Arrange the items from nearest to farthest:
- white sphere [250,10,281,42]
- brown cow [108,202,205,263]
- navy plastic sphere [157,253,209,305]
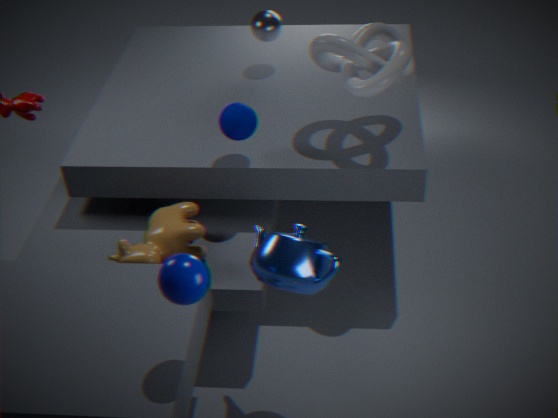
navy plastic sphere [157,253,209,305] < brown cow [108,202,205,263] < white sphere [250,10,281,42]
